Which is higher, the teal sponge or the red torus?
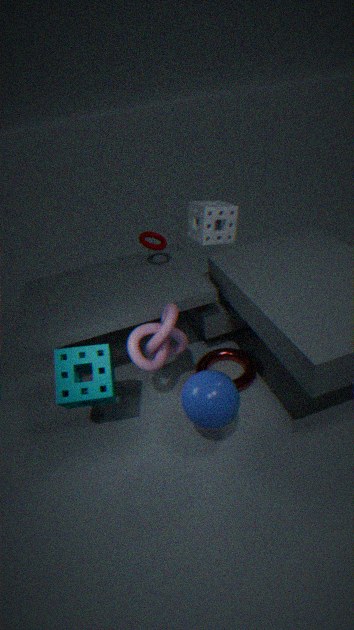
the teal sponge
